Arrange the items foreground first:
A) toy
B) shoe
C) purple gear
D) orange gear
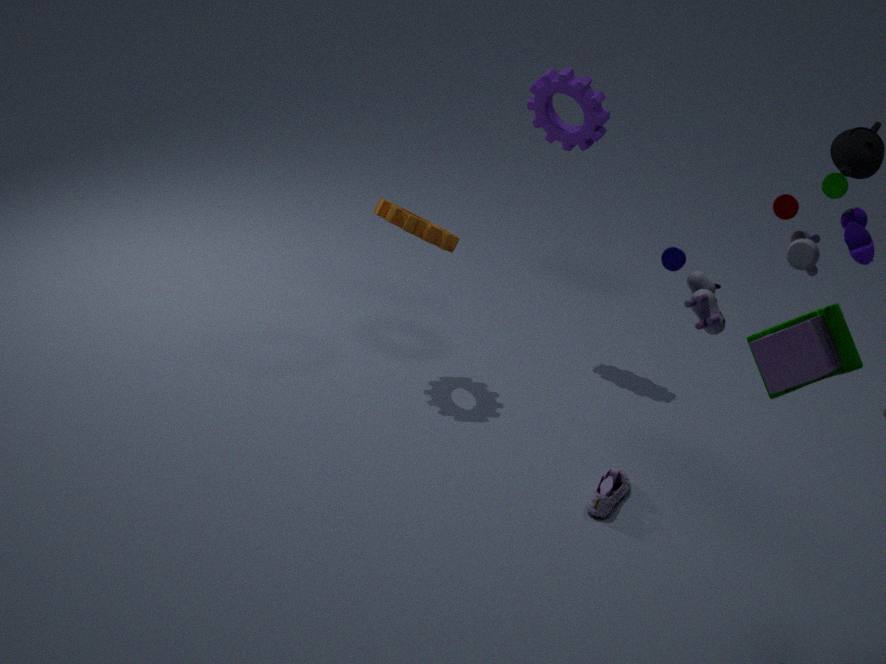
toy < shoe < orange gear < purple gear
